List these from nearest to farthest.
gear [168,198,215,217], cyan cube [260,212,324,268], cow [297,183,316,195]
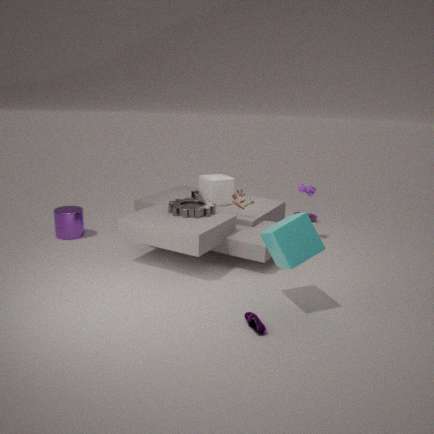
cyan cube [260,212,324,268] → gear [168,198,215,217] → cow [297,183,316,195]
